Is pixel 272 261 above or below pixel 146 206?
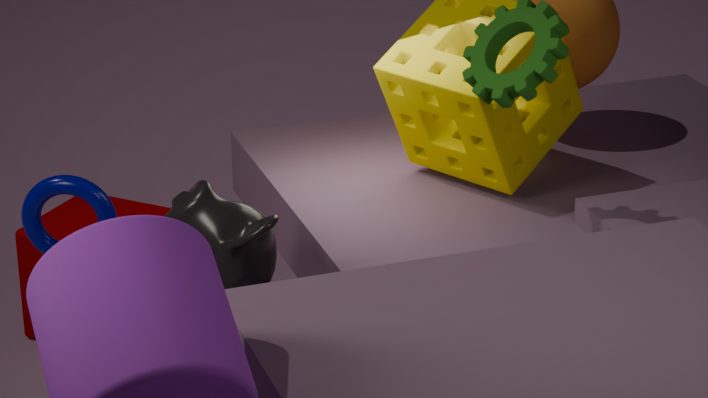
above
